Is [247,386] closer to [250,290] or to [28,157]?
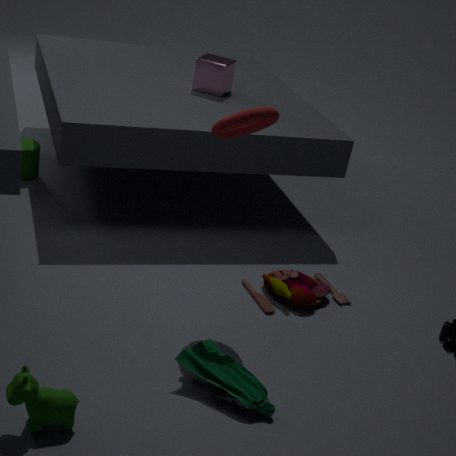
[250,290]
